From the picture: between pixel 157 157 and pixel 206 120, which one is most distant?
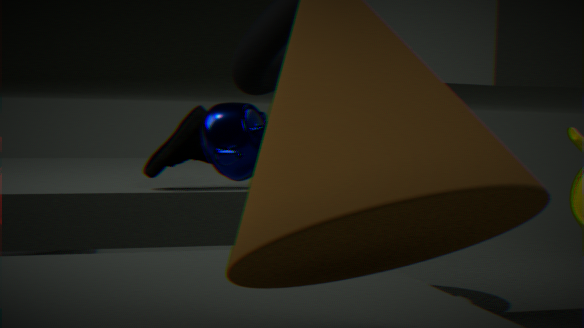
pixel 157 157
